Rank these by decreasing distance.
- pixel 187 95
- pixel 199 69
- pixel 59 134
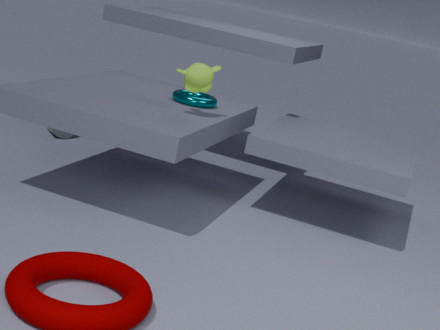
pixel 59 134 → pixel 187 95 → pixel 199 69
